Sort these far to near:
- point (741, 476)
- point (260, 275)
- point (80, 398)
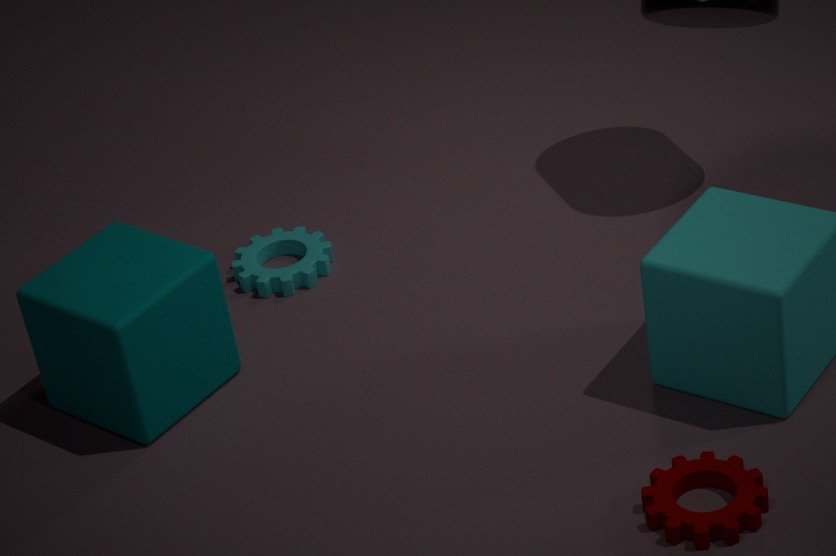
point (260, 275) → point (80, 398) → point (741, 476)
